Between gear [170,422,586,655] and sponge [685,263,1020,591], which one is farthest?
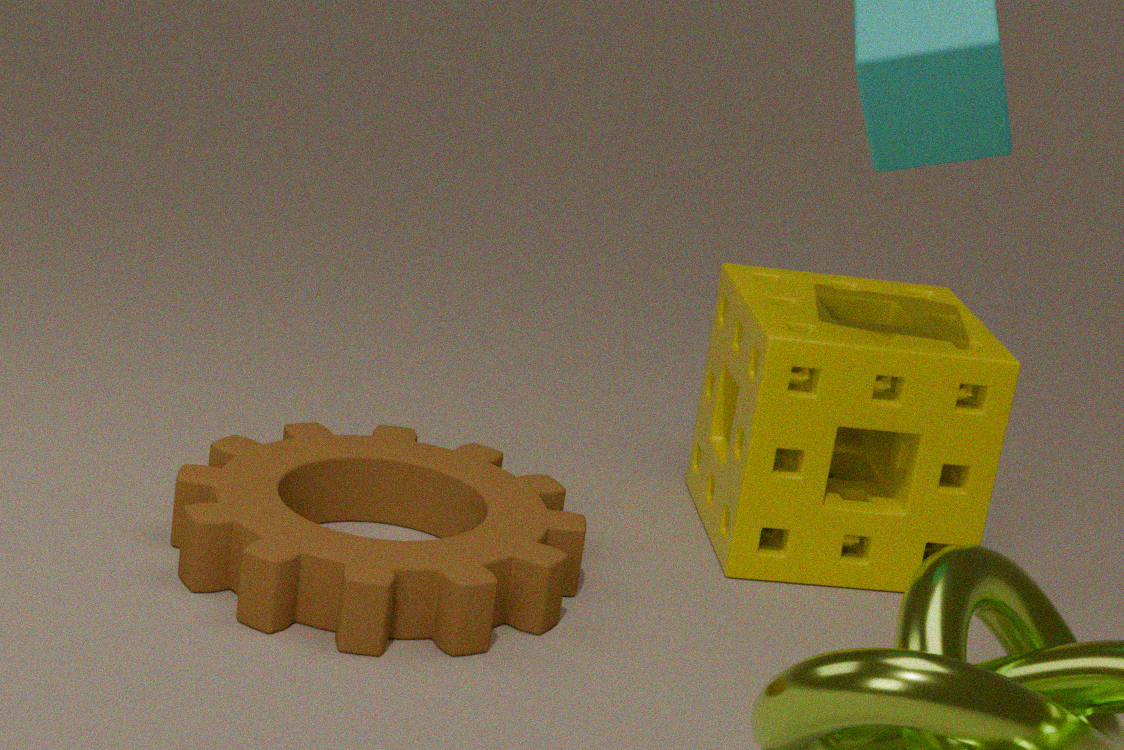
sponge [685,263,1020,591]
